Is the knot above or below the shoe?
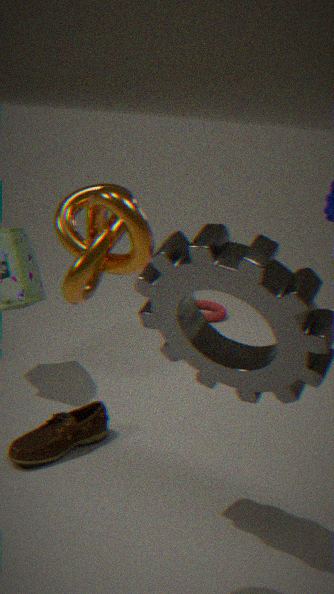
above
